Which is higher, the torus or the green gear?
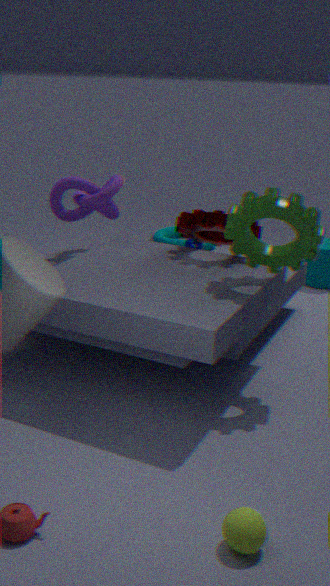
the green gear
